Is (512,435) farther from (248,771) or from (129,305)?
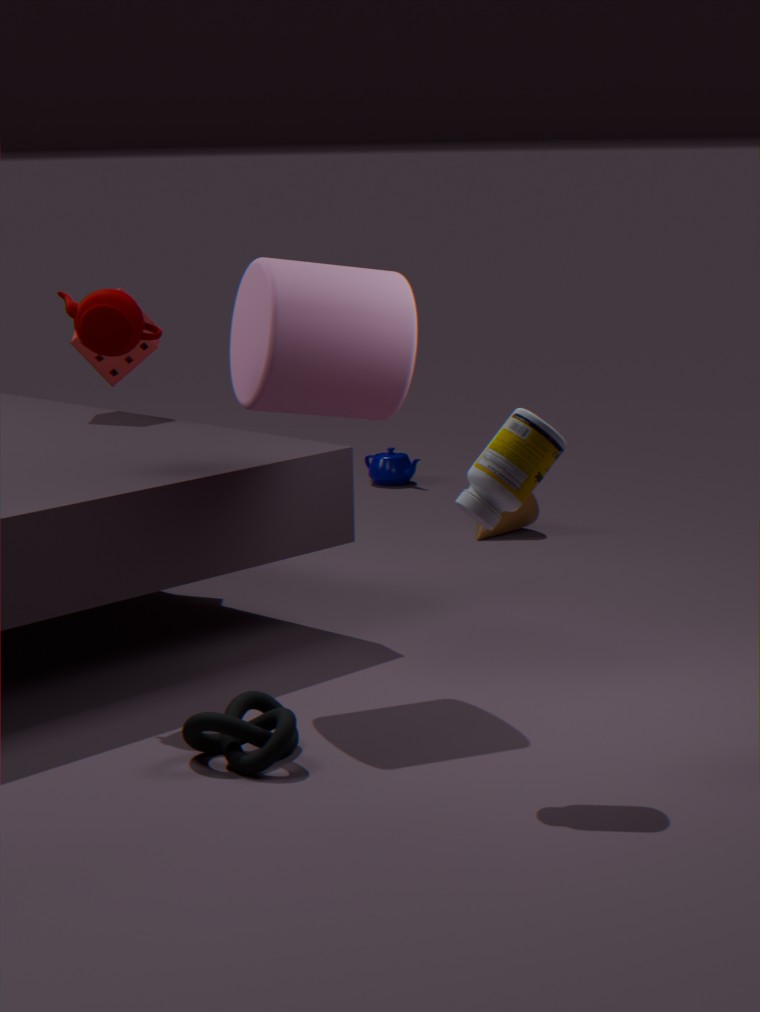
(129,305)
